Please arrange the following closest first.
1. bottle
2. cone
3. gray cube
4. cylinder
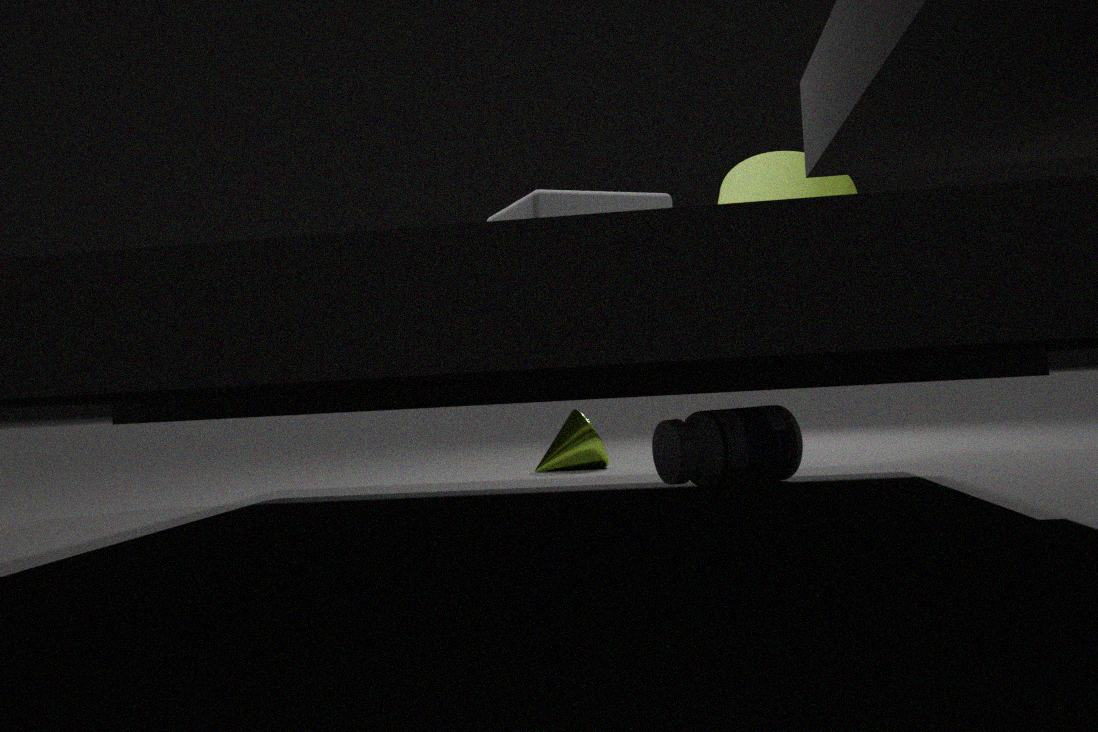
1. gray cube
2. bottle
3. cylinder
4. cone
